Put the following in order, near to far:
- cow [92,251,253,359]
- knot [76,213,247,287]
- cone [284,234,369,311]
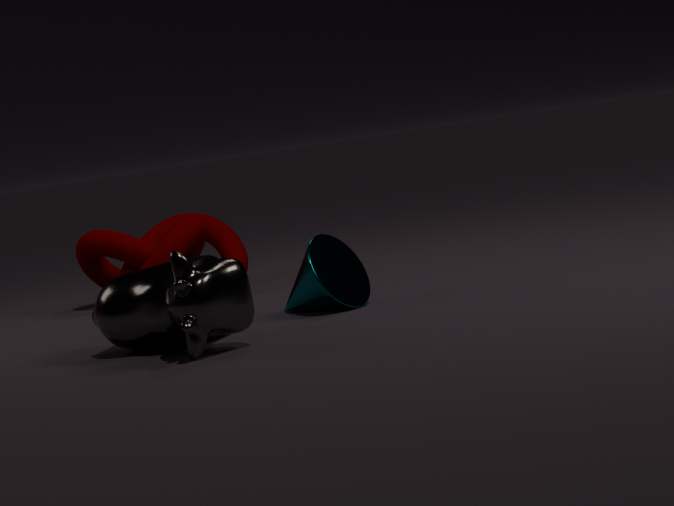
cow [92,251,253,359] → cone [284,234,369,311] → knot [76,213,247,287]
